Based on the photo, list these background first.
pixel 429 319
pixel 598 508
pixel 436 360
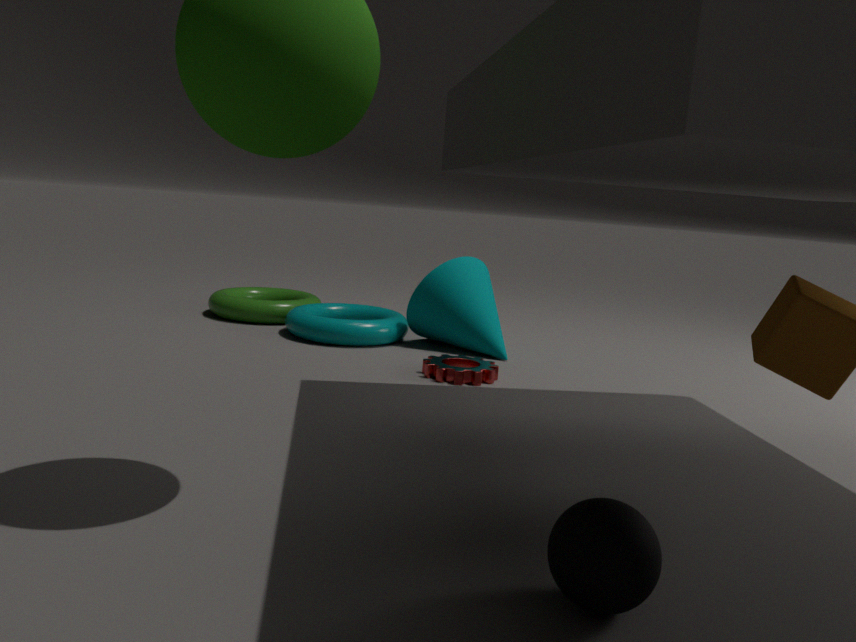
pixel 429 319 < pixel 436 360 < pixel 598 508
